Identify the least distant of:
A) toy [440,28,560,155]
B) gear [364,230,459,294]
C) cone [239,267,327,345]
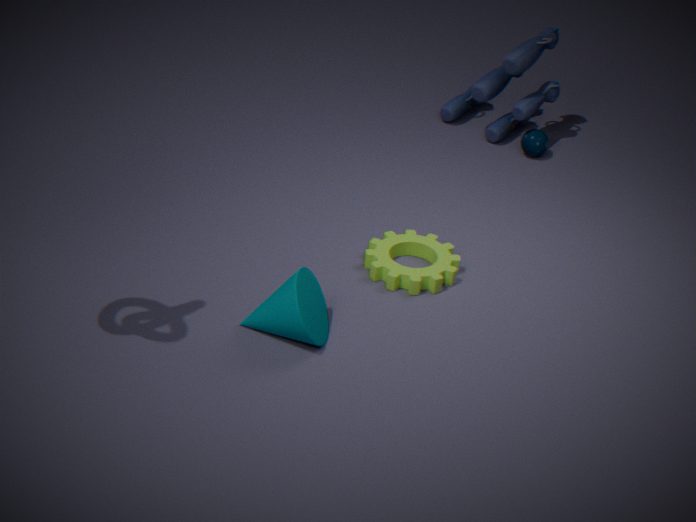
cone [239,267,327,345]
